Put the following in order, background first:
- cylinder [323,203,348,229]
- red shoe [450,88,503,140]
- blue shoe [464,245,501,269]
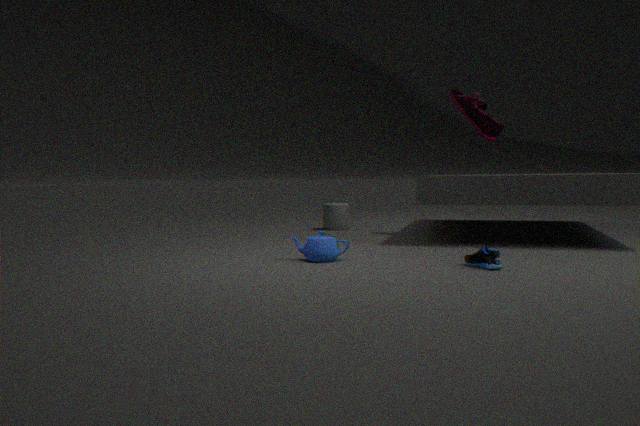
cylinder [323,203,348,229], red shoe [450,88,503,140], blue shoe [464,245,501,269]
